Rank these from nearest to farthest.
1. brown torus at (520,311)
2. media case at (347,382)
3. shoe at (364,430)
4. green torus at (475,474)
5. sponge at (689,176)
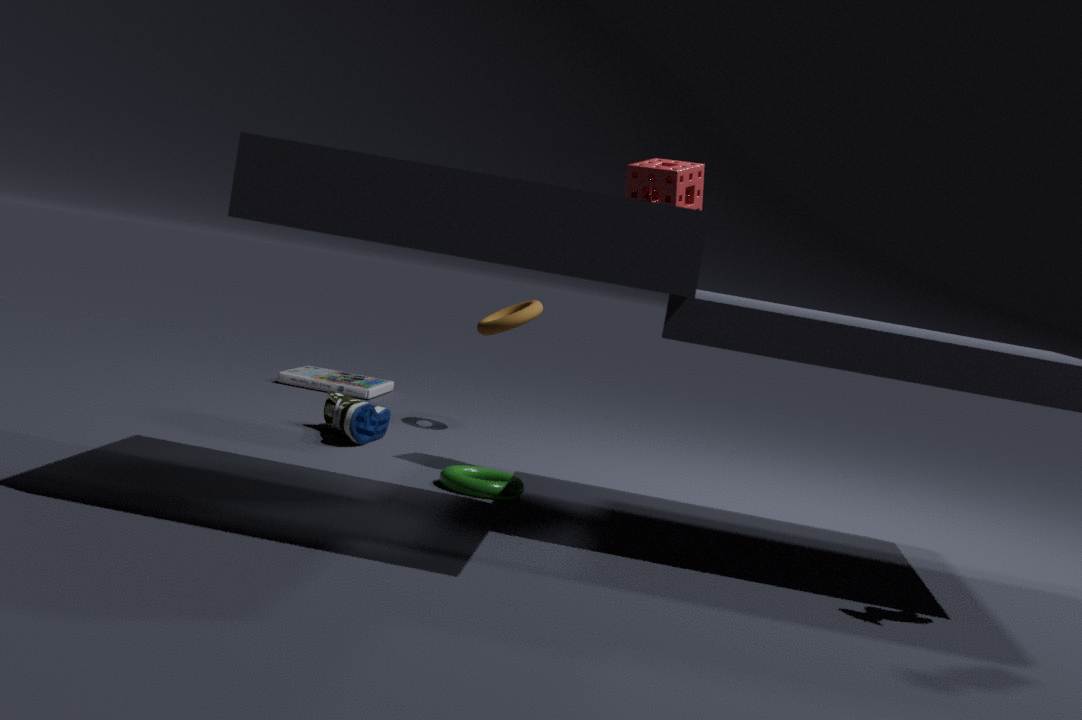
green torus at (475,474) → sponge at (689,176) → shoe at (364,430) → brown torus at (520,311) → media case at (347,382)
